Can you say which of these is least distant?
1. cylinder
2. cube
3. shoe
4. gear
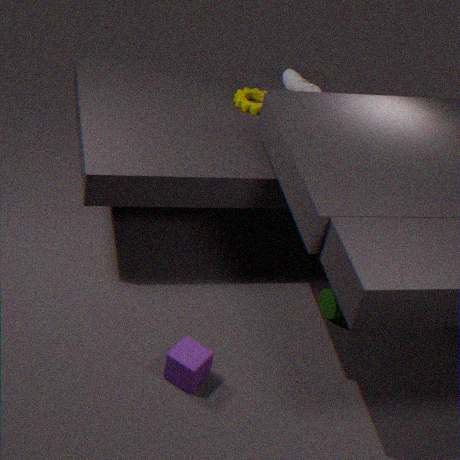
cube
